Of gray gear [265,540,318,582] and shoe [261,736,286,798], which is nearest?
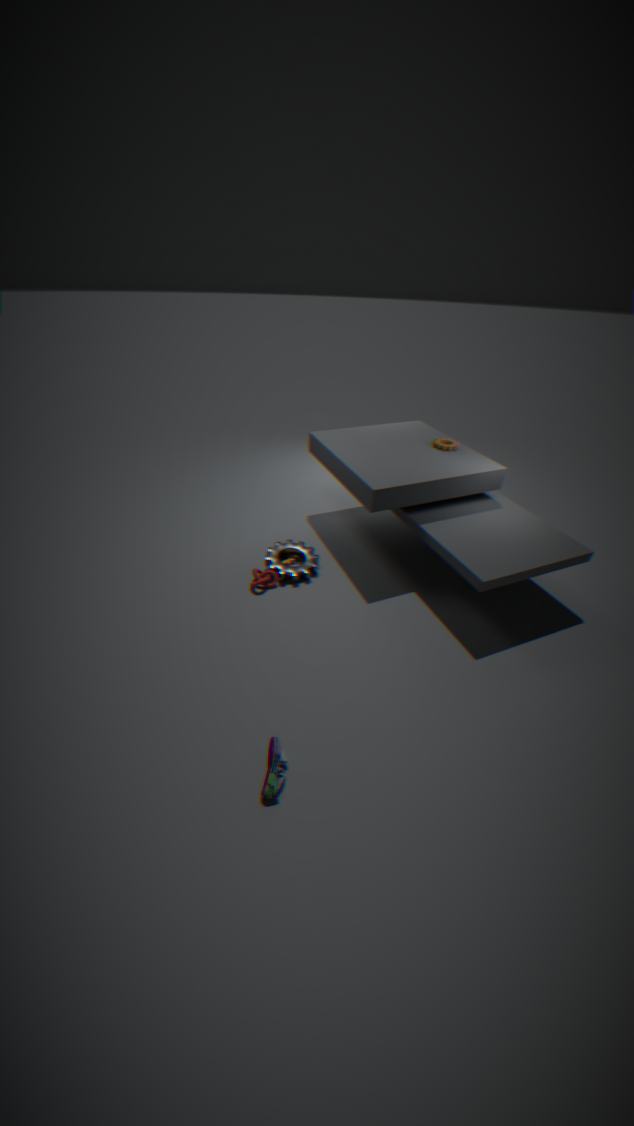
shoe [261,736,286,798]
